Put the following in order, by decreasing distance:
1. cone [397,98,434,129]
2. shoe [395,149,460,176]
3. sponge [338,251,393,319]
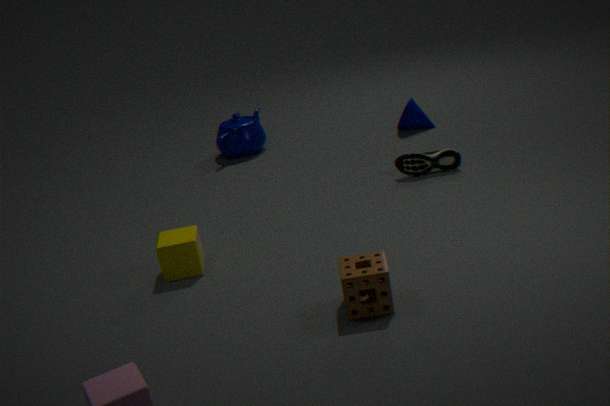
1. cone [397,98,434,129]
2. shoe [395,149,460,176]
3. sponge [338,251,393,319]
